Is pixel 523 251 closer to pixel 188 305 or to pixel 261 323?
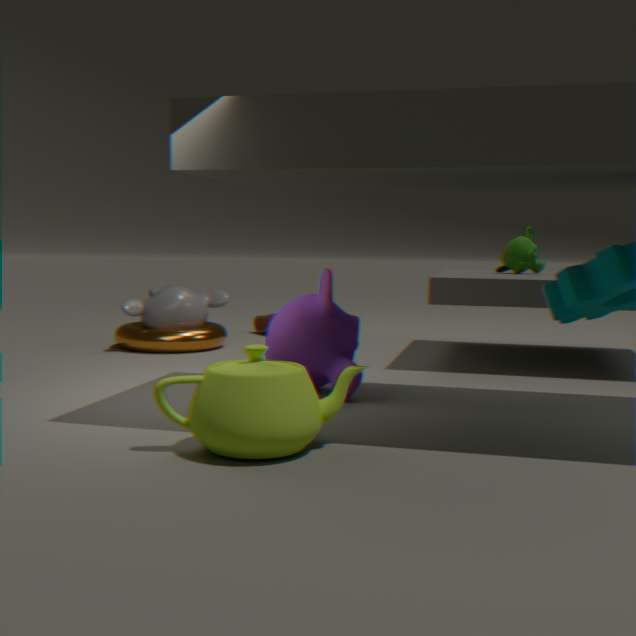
pixel 261 323
